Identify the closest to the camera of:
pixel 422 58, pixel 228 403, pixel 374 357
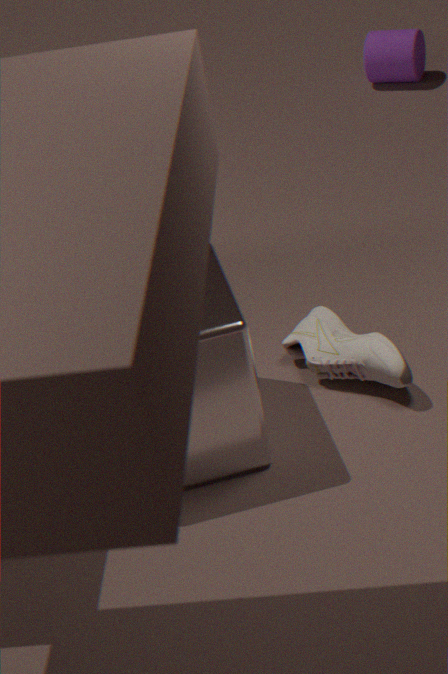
pixel 228 403
